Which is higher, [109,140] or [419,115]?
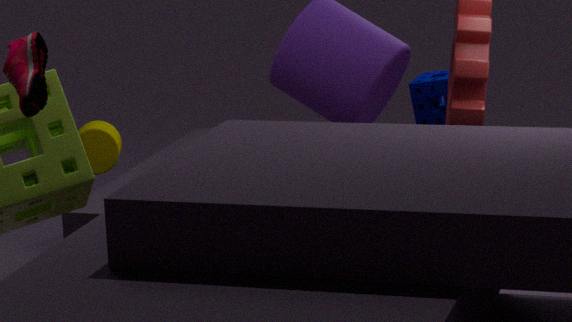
[419,115]
